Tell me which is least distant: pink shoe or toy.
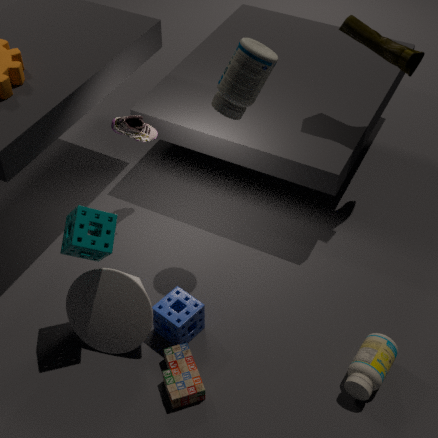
toy
